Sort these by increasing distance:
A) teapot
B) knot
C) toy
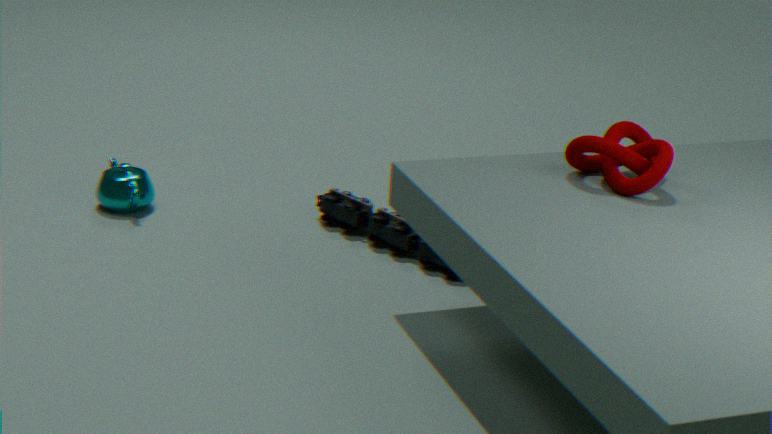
knot, toy, teapot
